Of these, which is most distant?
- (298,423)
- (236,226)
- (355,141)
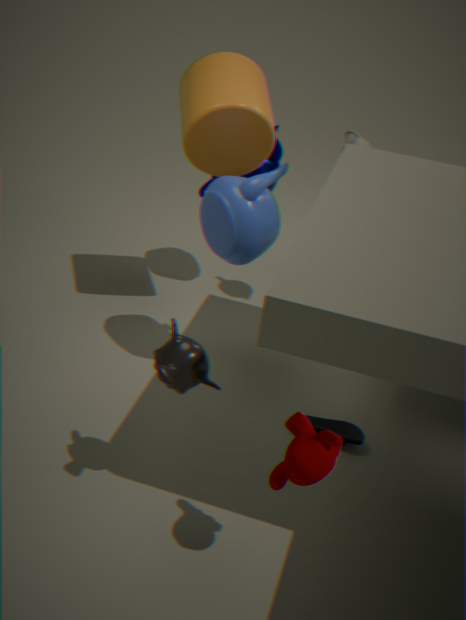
(355,141)
